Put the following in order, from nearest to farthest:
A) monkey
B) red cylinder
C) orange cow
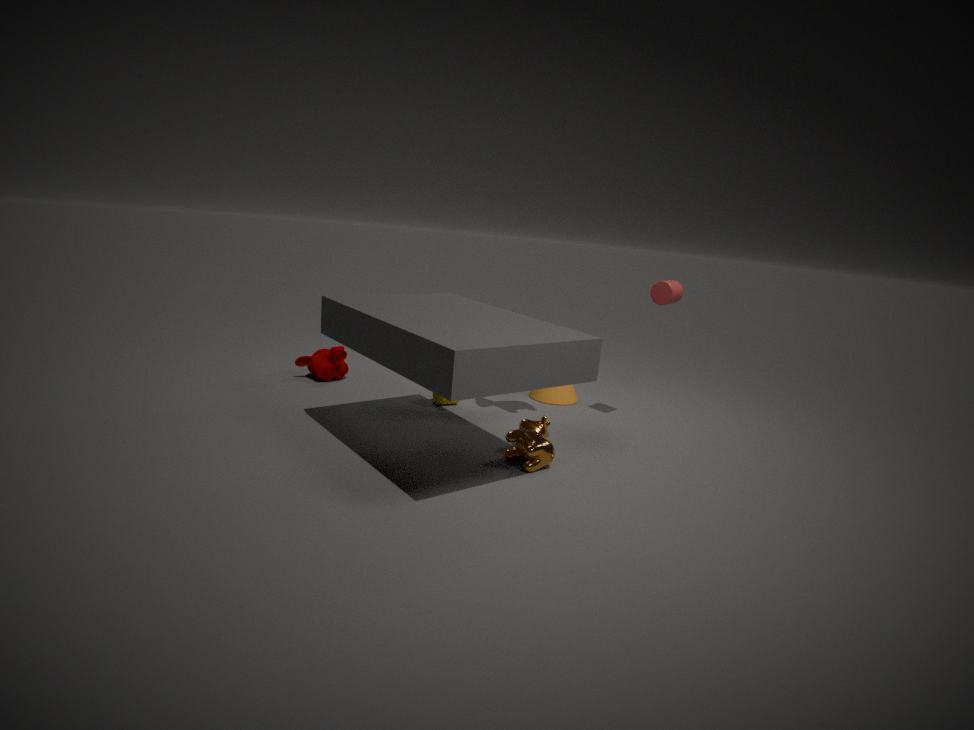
orange cow
red cylinder
monkey
